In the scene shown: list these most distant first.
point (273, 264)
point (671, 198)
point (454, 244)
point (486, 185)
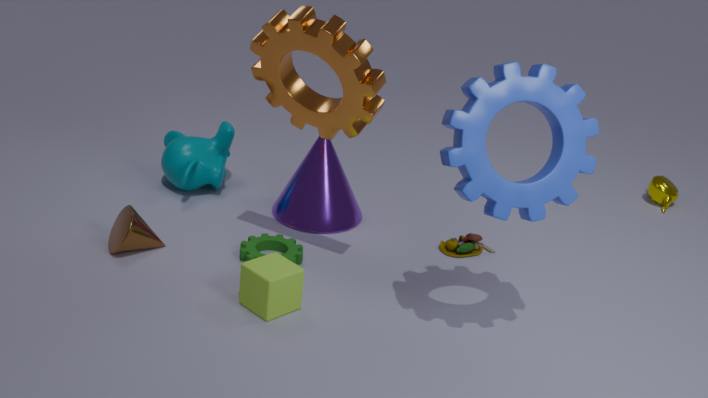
point (671, 198), point (454, 244), point (273, 264), point (486, 185)
